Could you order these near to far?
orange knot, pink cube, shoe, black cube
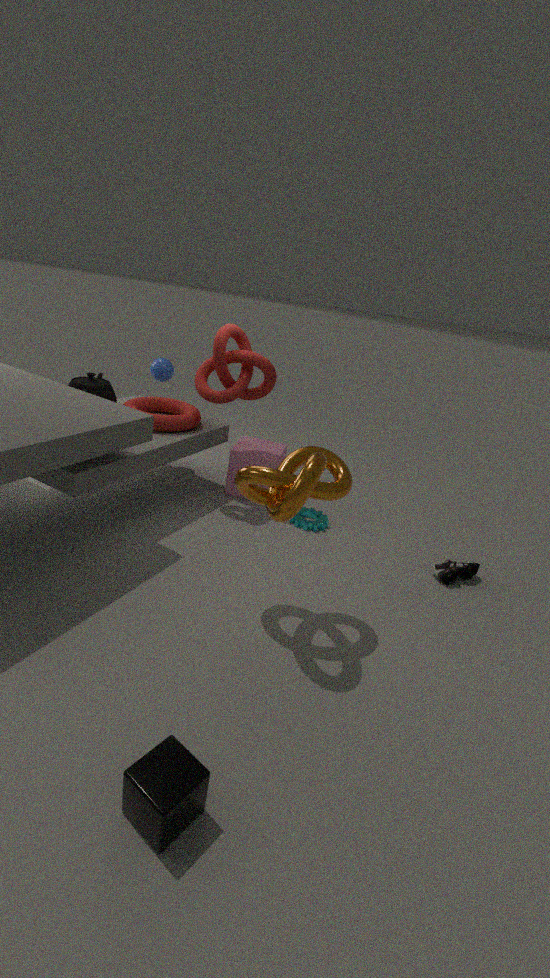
black cube, orange knot, shoe, pink cube
